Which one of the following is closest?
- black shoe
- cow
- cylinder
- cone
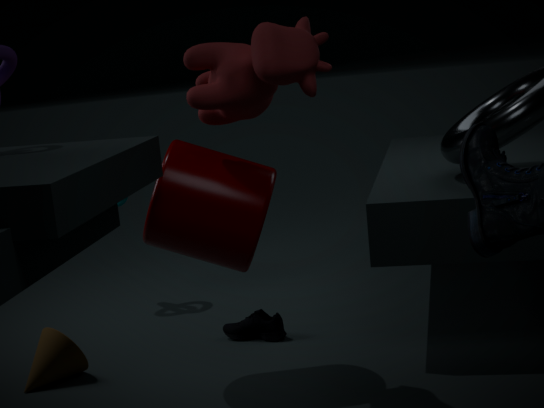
cow
